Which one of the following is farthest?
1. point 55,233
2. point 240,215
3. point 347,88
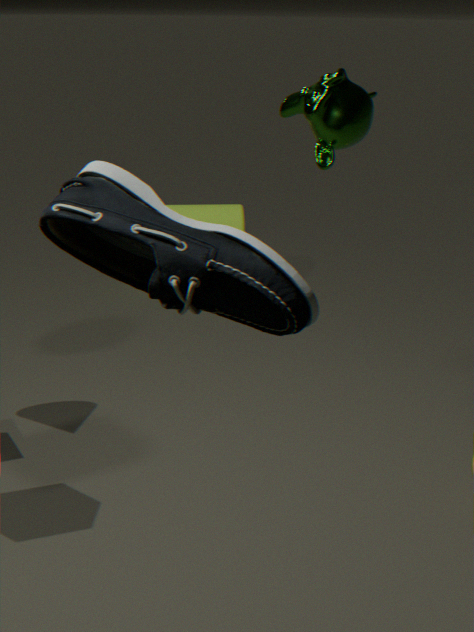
point 240,215
